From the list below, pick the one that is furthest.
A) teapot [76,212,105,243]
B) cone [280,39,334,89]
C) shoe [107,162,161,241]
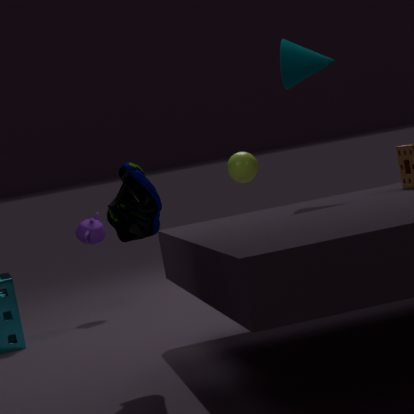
teapot [76,212,105,243]
